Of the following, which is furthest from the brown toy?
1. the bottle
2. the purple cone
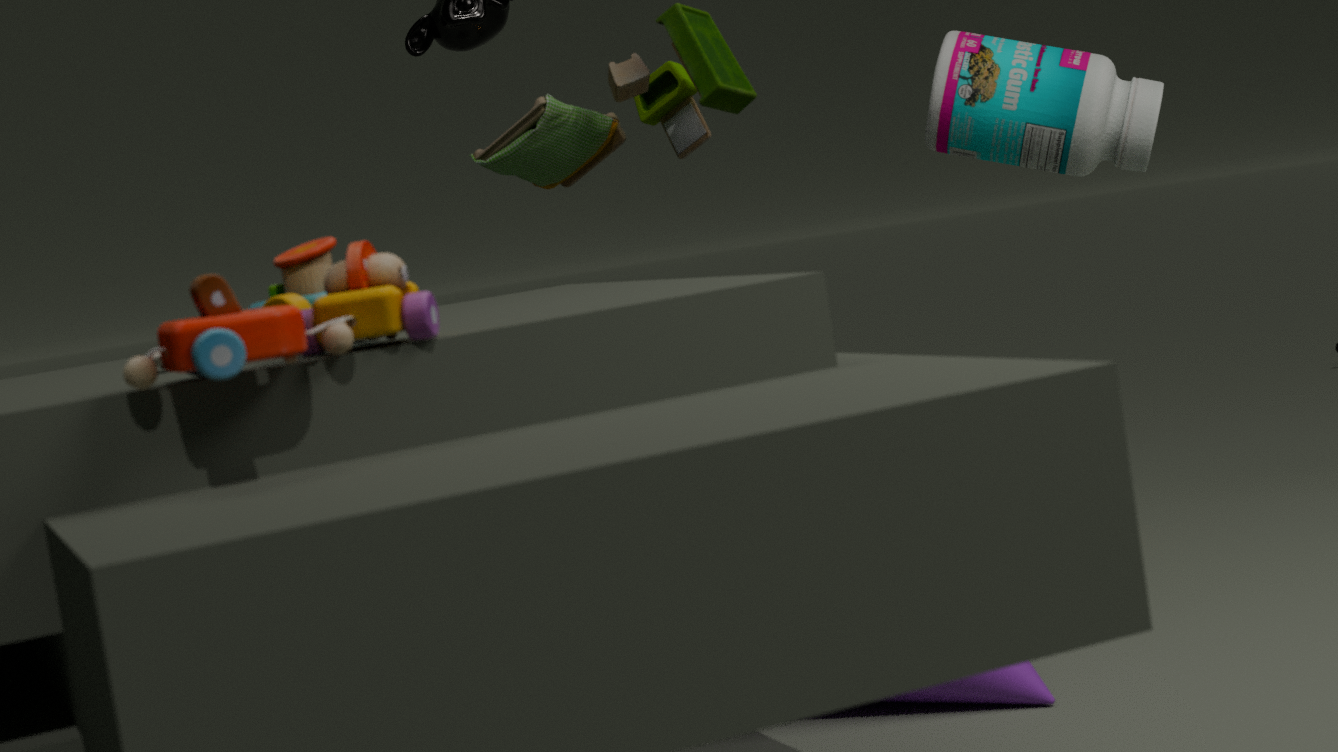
the bottle
